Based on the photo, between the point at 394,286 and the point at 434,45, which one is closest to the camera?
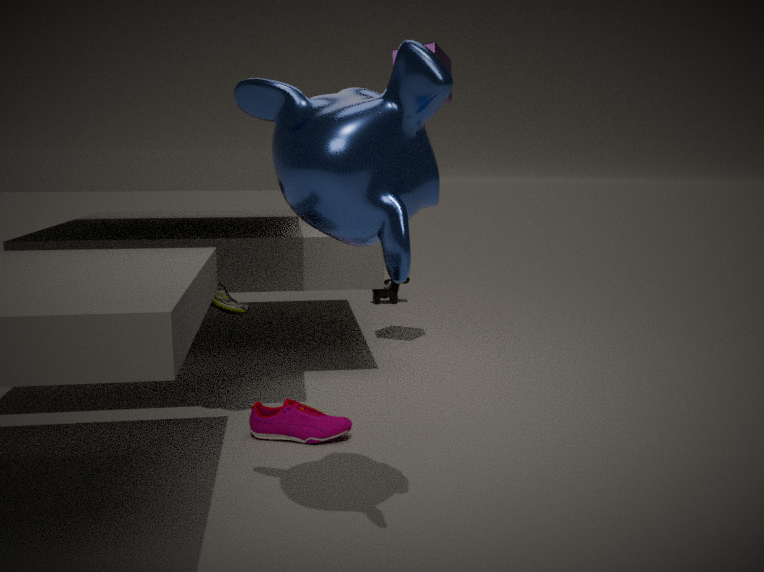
the point at 434,45
